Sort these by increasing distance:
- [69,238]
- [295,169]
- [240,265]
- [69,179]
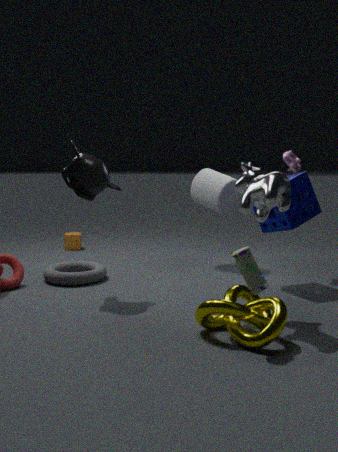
[240,265] < [69,179] < [295,169] < [69,238]
